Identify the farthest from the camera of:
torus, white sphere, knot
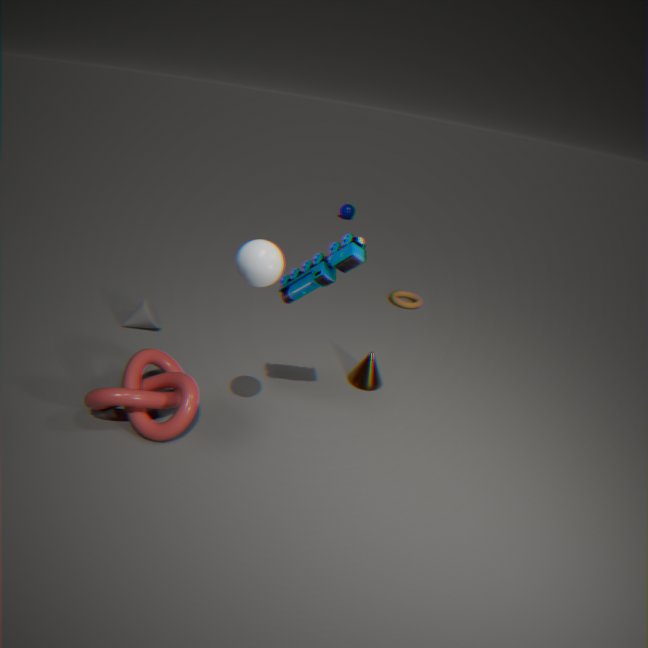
torus
